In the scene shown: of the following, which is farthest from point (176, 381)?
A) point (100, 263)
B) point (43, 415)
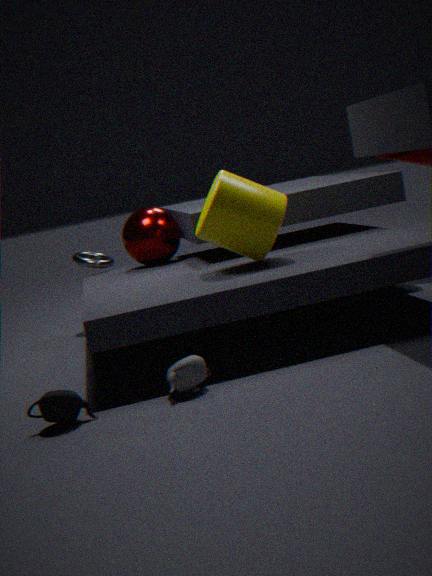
point (100, 263)
